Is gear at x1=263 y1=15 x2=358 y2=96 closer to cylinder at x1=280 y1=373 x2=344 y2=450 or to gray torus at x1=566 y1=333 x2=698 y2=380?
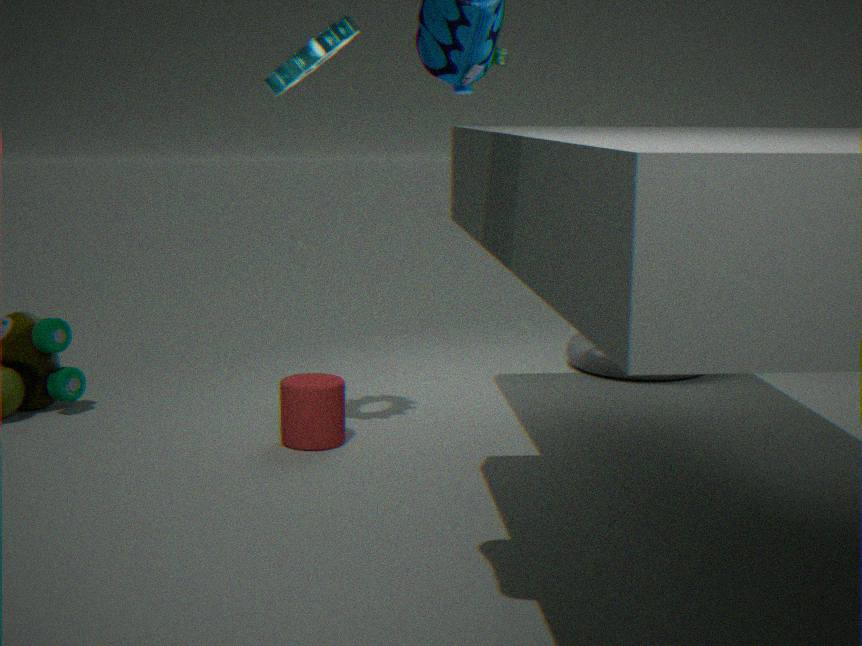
cylinder at x1=280 y1=373 x2=344 y2=450
